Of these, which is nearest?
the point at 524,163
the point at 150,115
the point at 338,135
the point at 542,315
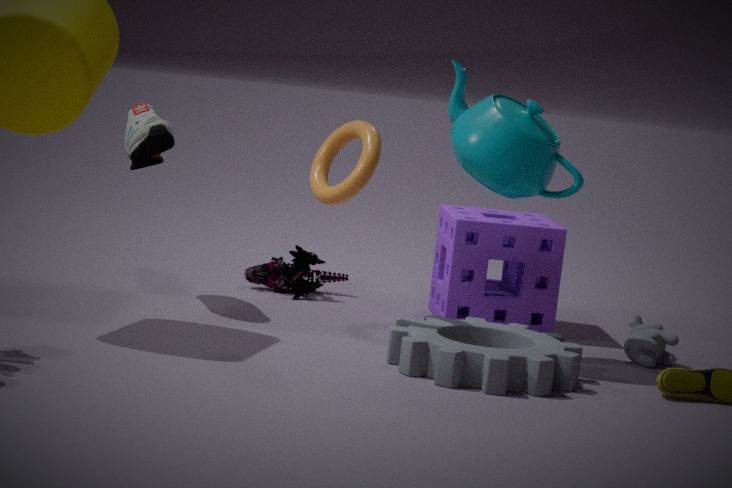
the point at 524,163
